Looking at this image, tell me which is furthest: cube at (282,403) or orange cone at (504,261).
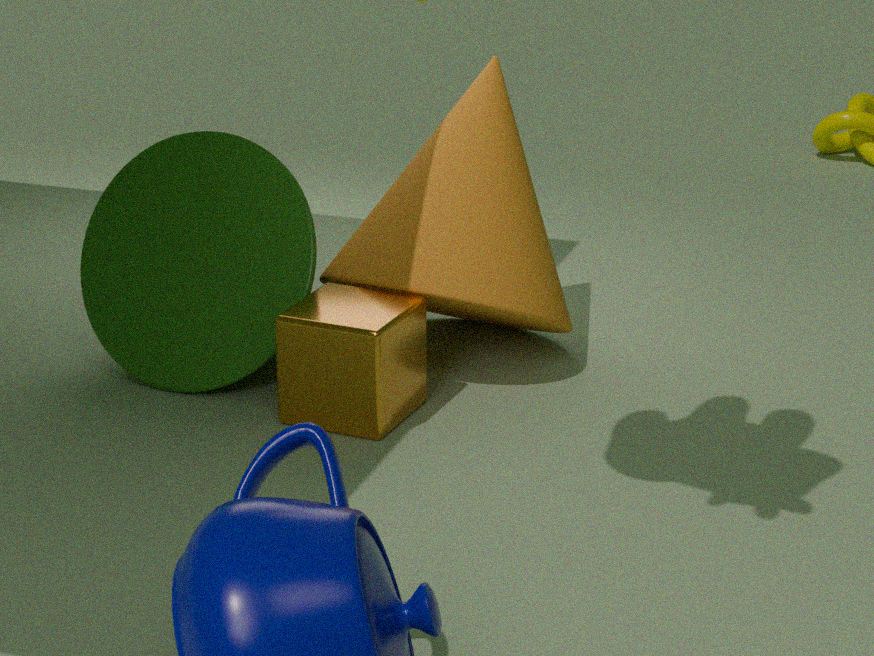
orange cone at (504,261)
